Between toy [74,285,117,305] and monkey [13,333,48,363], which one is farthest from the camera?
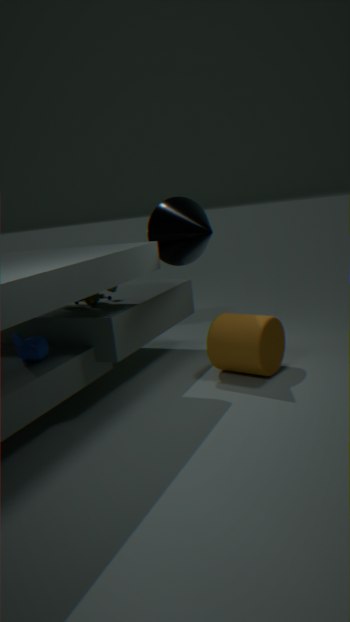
toy [74,285,117,305]
